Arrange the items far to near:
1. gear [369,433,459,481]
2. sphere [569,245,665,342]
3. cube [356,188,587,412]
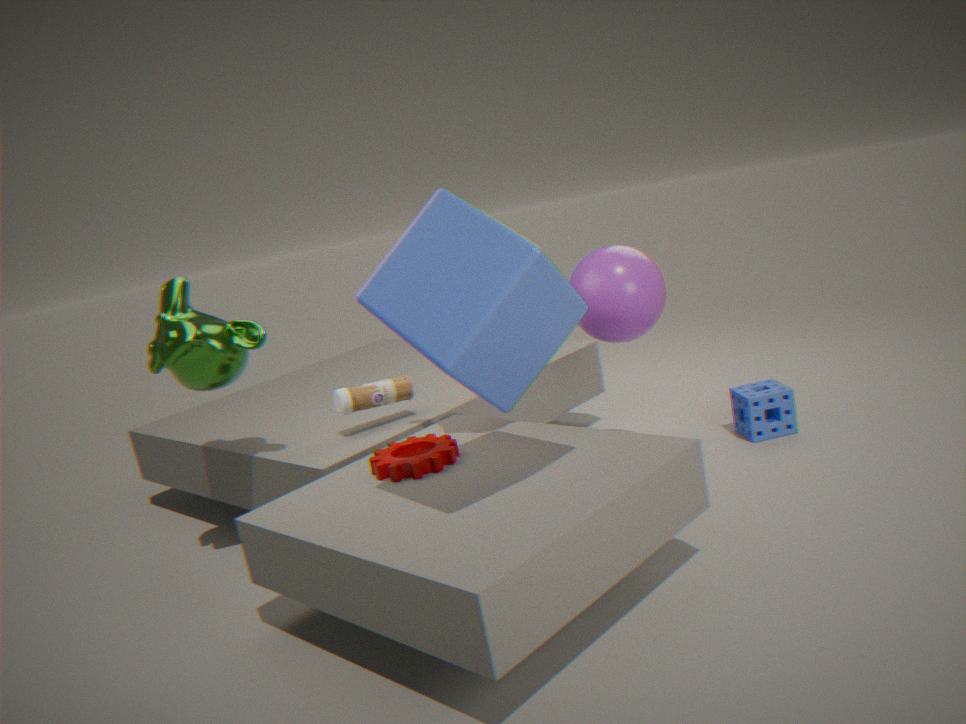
sphere [569,245,665,342] → gear [369,433,459,481] → cube [356,188,587,412]
